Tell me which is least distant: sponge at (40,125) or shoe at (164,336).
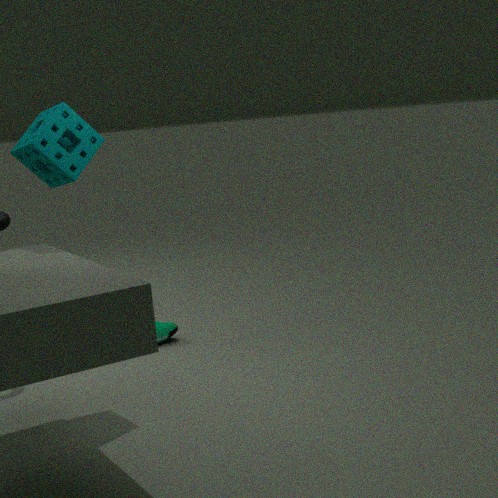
sponge at (40,125)
